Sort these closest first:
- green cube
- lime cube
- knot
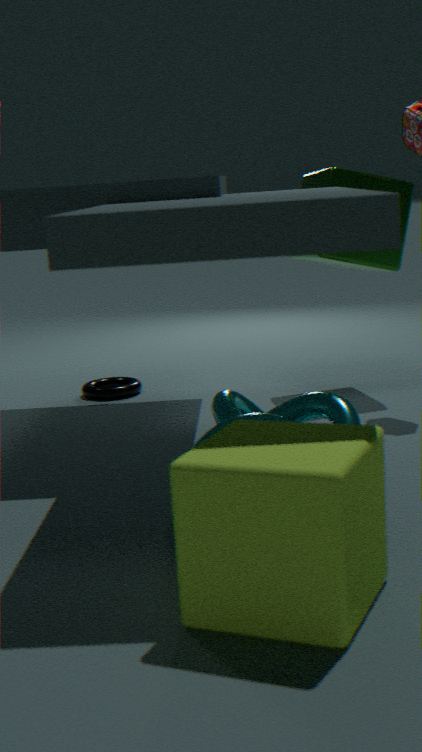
1. lime cube
2. knot
3. green cube
